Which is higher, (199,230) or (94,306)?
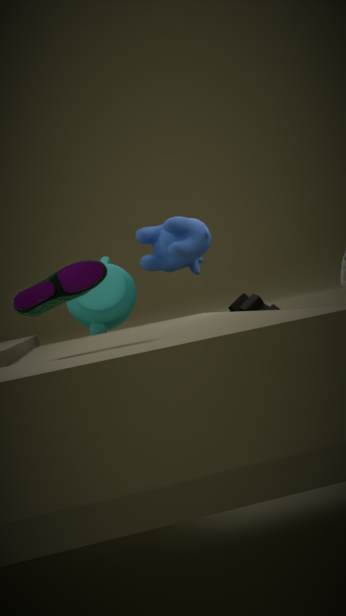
(199,230)
